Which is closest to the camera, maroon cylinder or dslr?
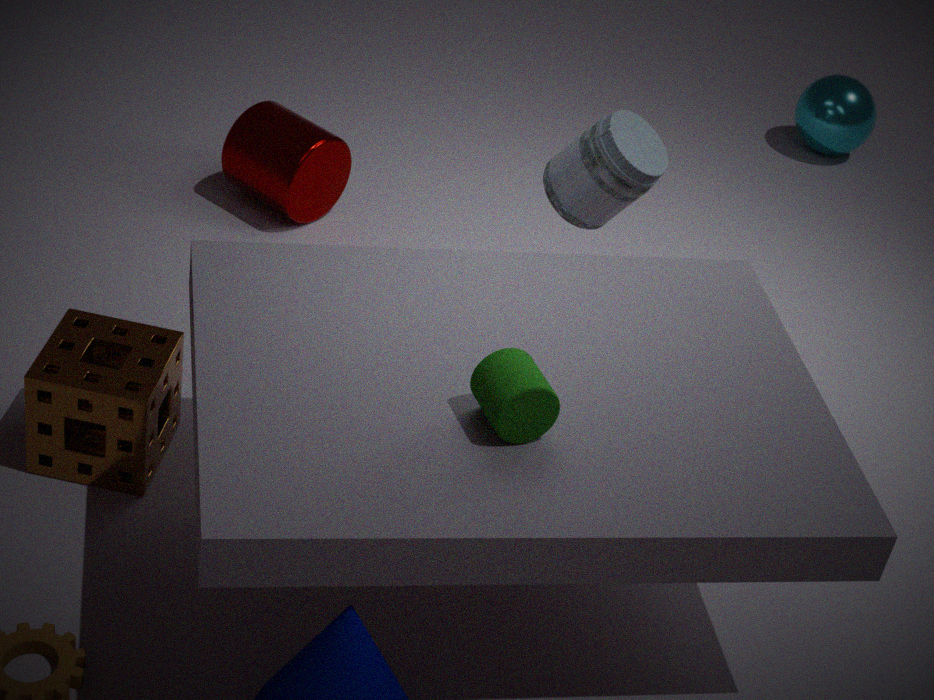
dslr
